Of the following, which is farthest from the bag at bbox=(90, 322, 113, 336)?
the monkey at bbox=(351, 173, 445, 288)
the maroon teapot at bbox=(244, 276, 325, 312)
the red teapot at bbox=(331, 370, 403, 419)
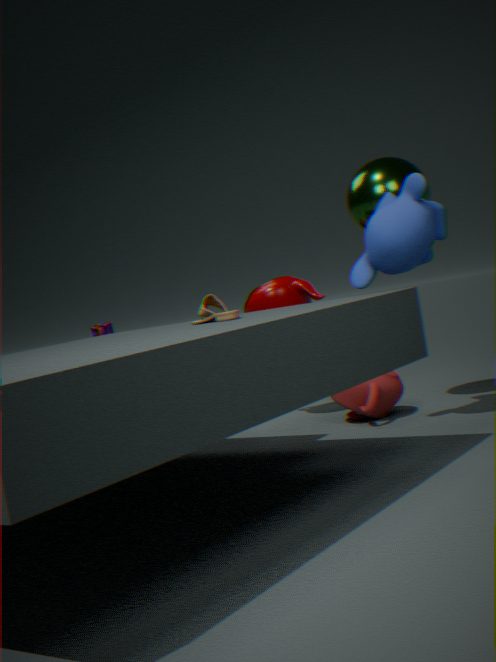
the monkey at bbox=(351, 173, 445, 288)
